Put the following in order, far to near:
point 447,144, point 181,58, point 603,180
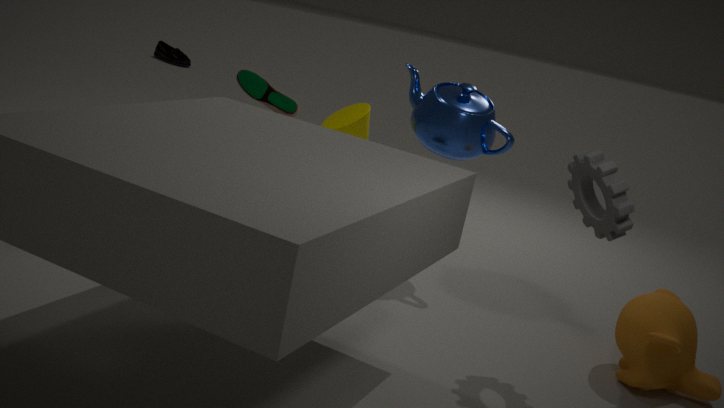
point 181,58
point 447,144
point 603,180
